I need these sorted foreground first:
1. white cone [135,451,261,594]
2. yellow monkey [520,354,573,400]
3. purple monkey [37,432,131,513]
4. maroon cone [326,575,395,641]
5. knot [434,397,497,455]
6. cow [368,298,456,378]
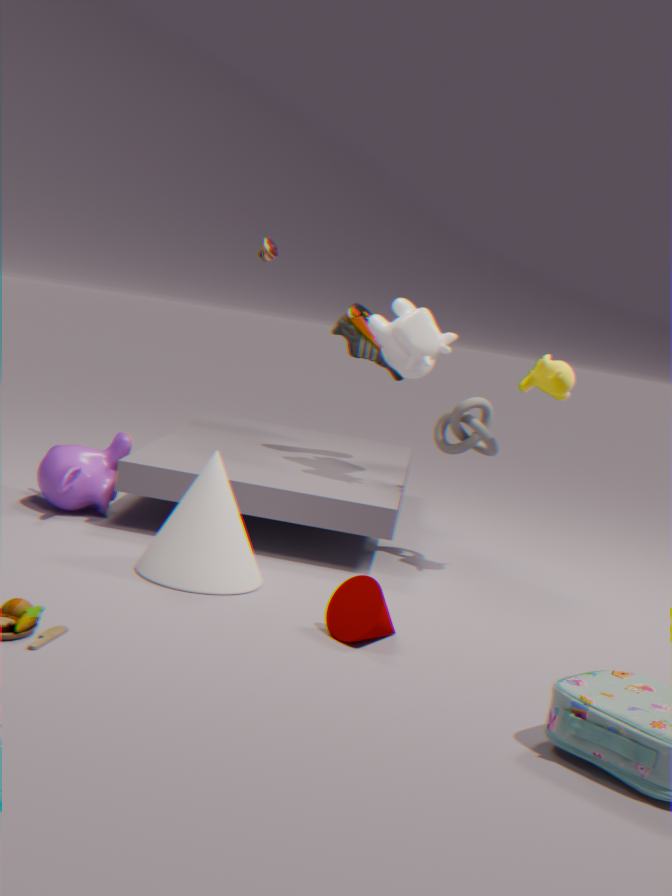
maroon cone [326,575,395,641] < white cone [135,451,261,594] < yellow monkey [520,354,573,400] < purple monkey [37,432,131,513] < cow [368,298,456,378] < knot [434,397,497,455]
